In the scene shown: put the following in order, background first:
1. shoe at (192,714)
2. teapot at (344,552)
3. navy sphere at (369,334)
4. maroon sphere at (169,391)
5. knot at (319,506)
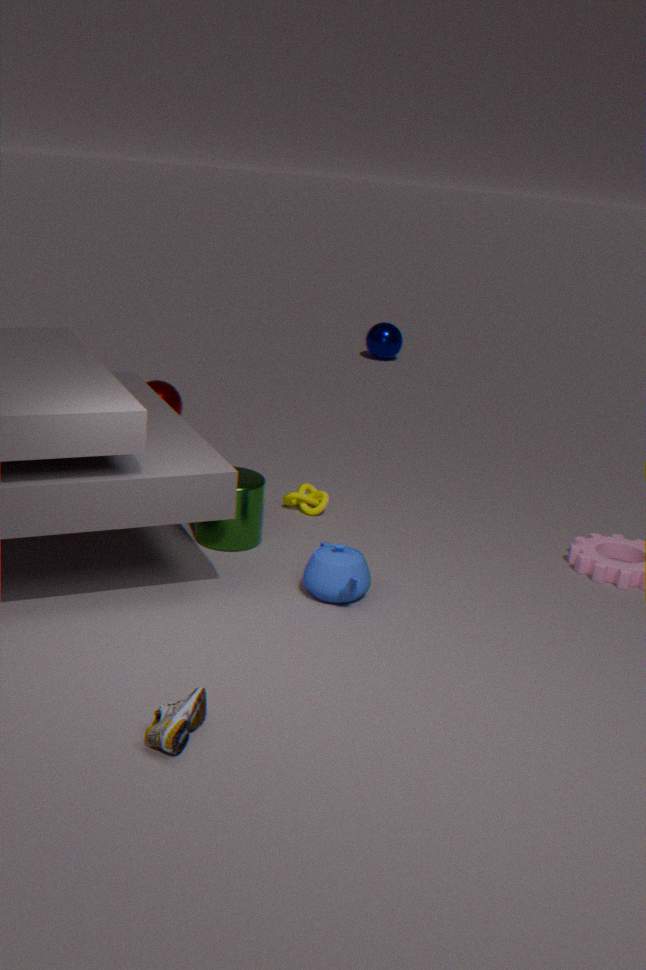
navy sphere at (369,334) → maroon sphere at (169,391) → knot at (319,506) → teapot at (344,552) → shoe at (192,714)
